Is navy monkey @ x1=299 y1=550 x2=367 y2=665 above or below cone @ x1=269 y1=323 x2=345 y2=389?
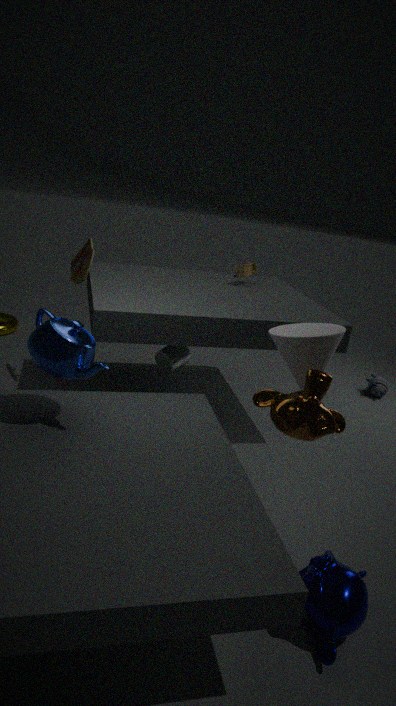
below
